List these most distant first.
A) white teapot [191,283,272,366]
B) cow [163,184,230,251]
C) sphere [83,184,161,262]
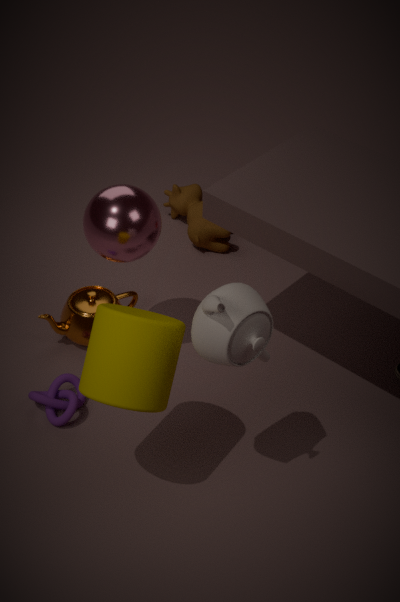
cow [163,184,230,251], sphere [83,184,161,262], white teapot [191,283,272,366]
